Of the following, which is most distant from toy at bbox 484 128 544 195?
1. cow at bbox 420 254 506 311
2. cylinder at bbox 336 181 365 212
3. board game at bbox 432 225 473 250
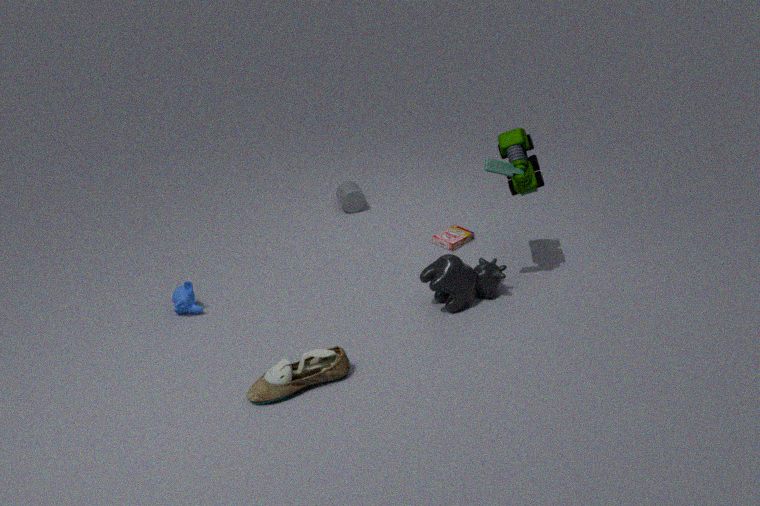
cylinder at bbox 336 181 365 212
